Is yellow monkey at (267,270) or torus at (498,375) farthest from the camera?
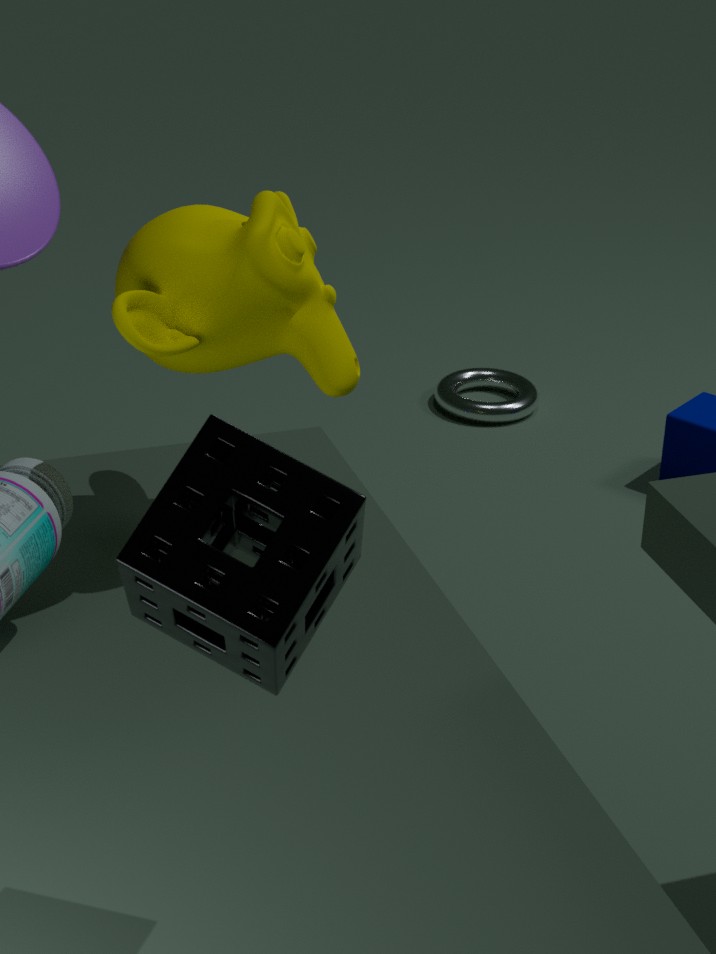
torus at (498,375)
